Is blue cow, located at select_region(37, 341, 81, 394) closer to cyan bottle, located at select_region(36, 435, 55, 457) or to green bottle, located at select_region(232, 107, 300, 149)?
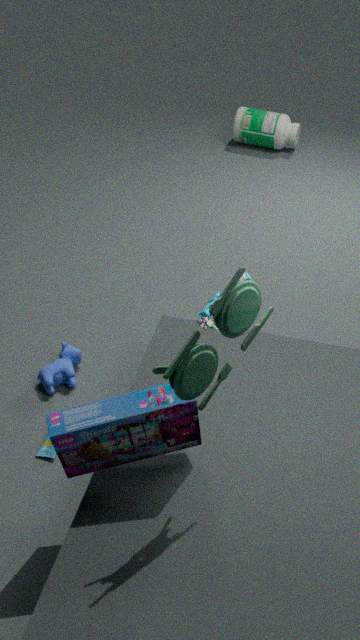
cyan bottle, located at select_region(36, 435, 55, 457)
